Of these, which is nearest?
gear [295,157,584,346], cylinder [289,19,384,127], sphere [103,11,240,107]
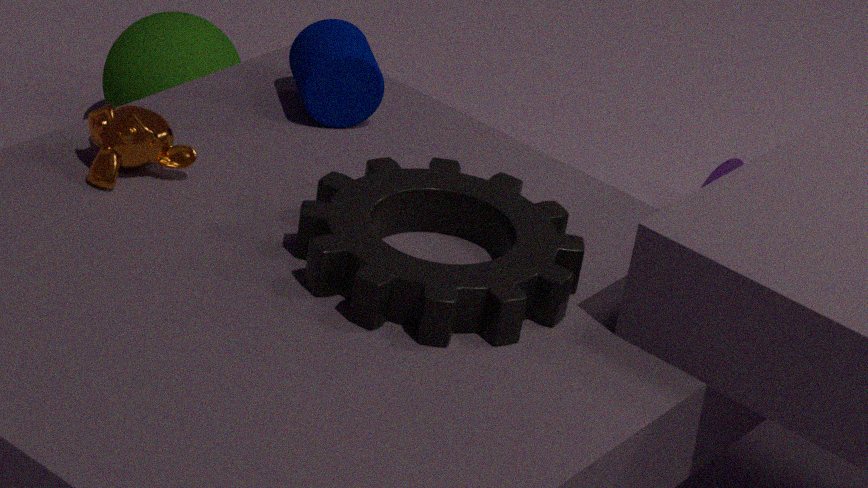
gear [295,157,584,346]
